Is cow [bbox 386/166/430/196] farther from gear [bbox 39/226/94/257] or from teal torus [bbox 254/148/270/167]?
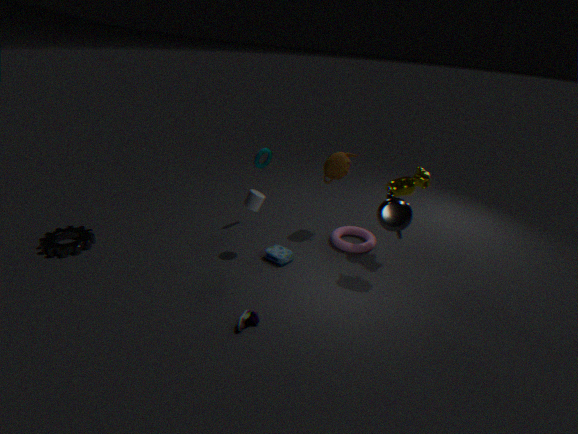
gear [bbox 39/226/94/257]
